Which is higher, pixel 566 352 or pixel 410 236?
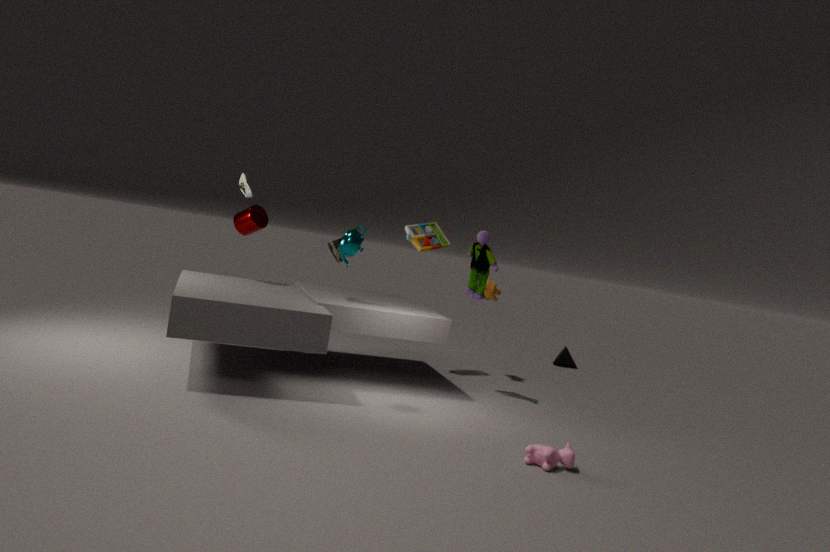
pixel 410 236
